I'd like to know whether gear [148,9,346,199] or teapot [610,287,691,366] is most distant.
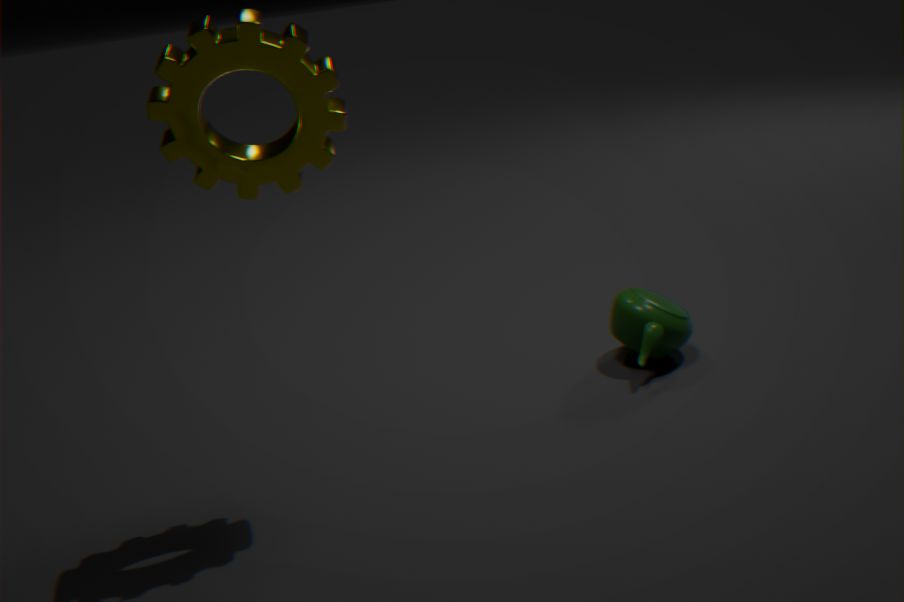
teapot [610,287,691,366]
